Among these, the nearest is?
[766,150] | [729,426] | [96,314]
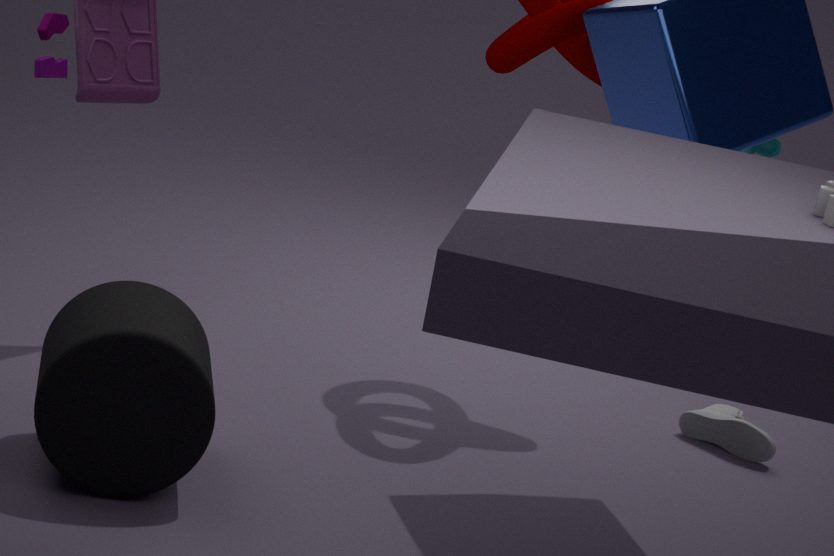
[96,314]
